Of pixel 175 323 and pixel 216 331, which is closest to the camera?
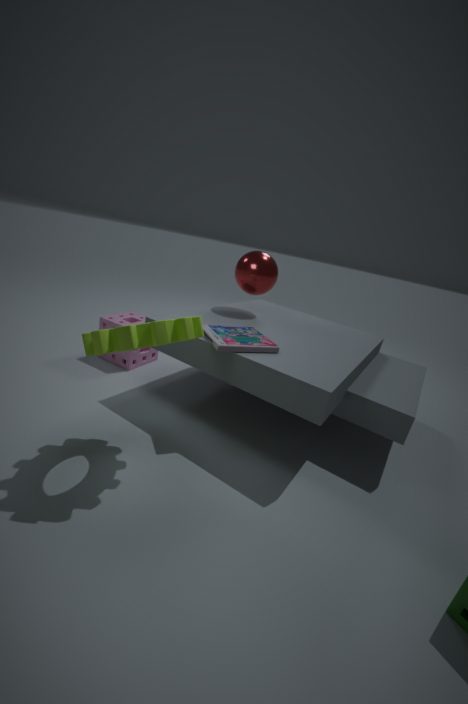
pixel 175 323
